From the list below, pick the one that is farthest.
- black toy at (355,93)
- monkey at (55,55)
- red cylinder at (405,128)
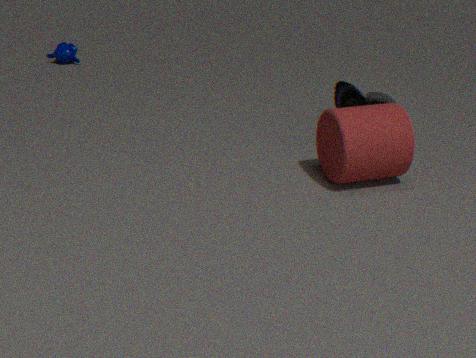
monkey at (55,55)
